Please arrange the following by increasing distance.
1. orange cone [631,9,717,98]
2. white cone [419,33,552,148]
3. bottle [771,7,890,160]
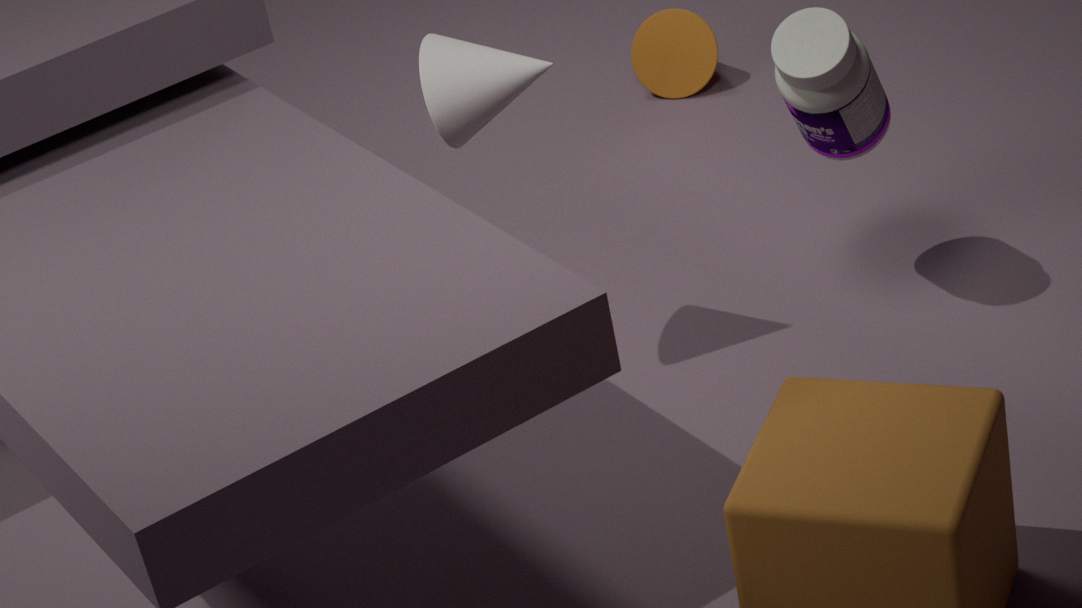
white cone [419,33,552,148], bottle [771,7,890,160], orange cone [631,9,717,98]
